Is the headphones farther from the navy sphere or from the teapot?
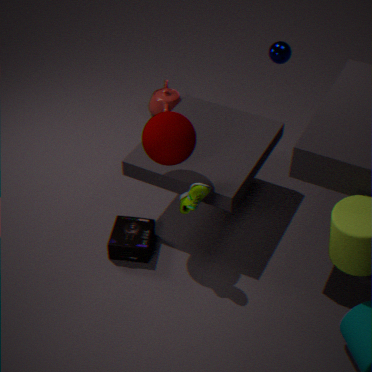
the navy sphere
